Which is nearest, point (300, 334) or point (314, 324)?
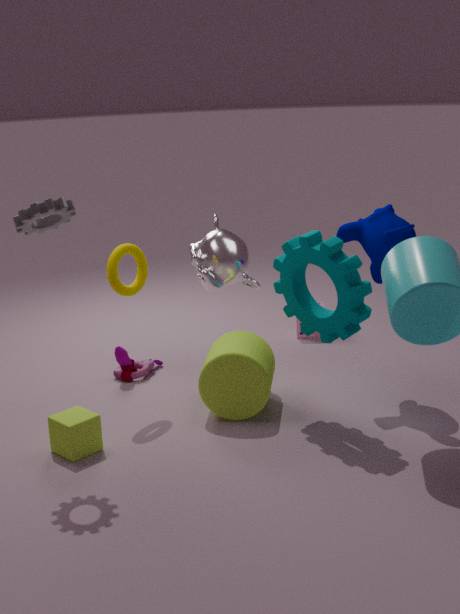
point (314, 324)
